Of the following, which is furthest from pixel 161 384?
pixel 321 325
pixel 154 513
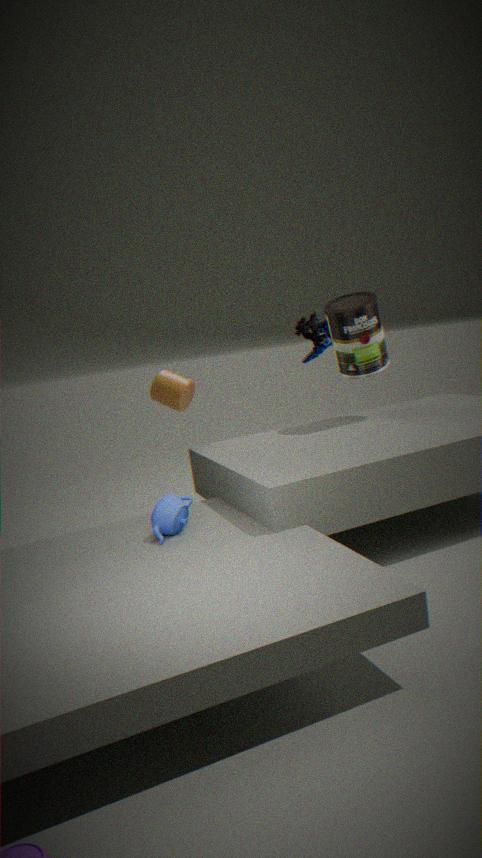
pixel 154 513
